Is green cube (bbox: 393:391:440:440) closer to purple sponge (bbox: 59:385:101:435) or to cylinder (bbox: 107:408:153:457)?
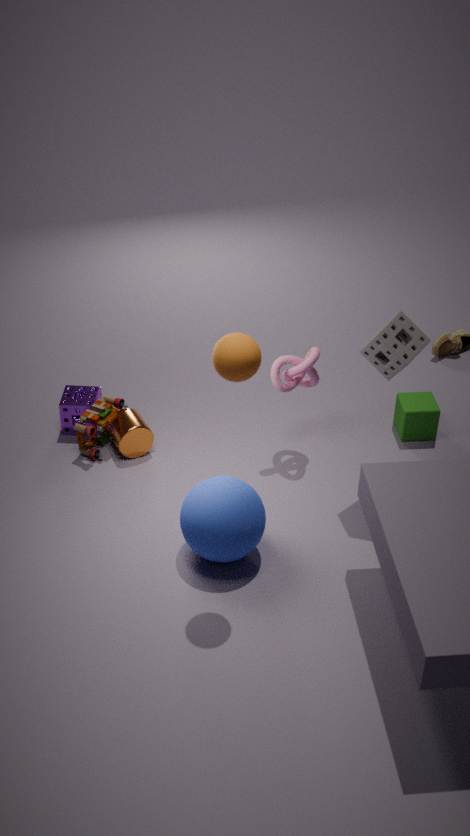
cylinder (bbox: 107:408:153:457)
